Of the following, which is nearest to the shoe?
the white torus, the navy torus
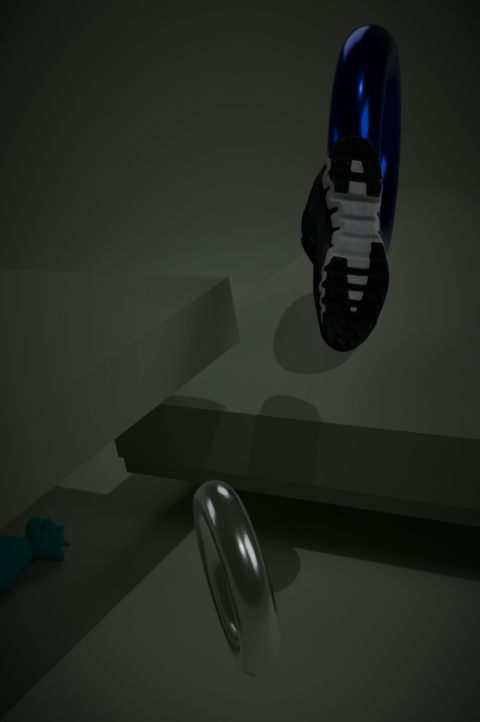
the navy torus
